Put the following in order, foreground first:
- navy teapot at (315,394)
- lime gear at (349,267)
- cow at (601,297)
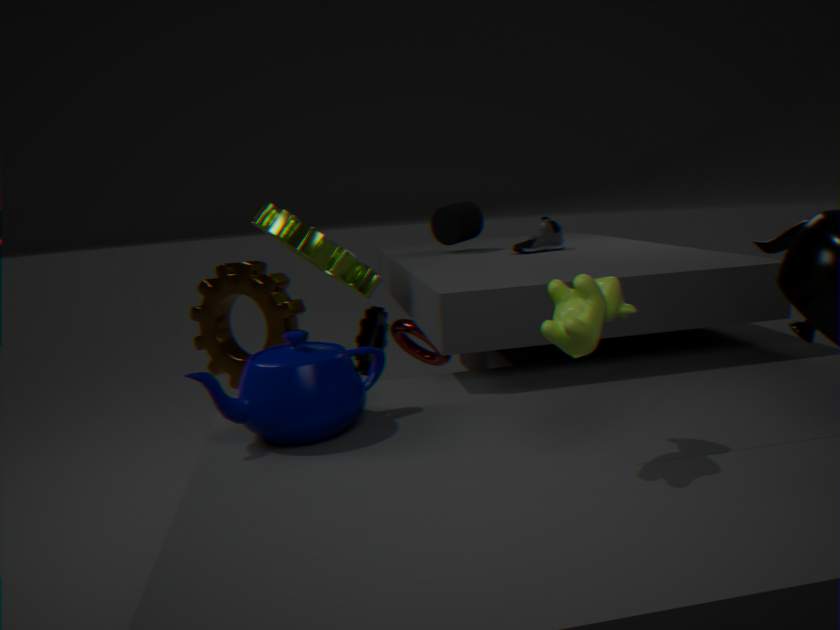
cow at (601,297), navy teapot at (315,394), lime gear at (349,267)
